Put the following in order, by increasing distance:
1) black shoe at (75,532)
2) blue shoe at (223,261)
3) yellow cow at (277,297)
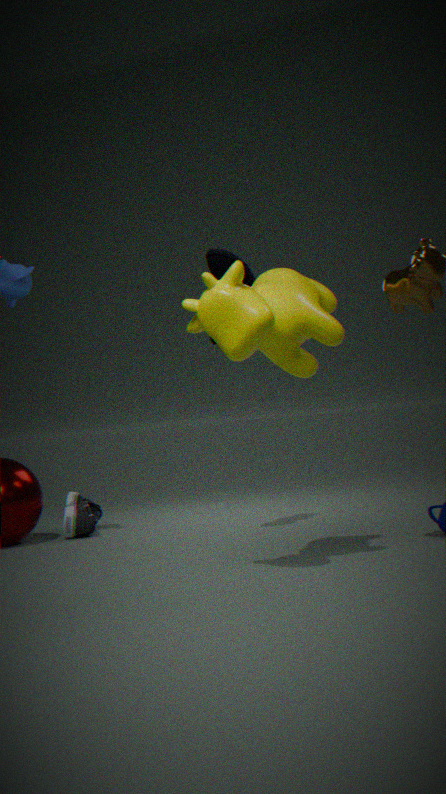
3. yellow cow at (277,297), 2. blue shoe at (223,261), 1. black shoe at (75,532)
